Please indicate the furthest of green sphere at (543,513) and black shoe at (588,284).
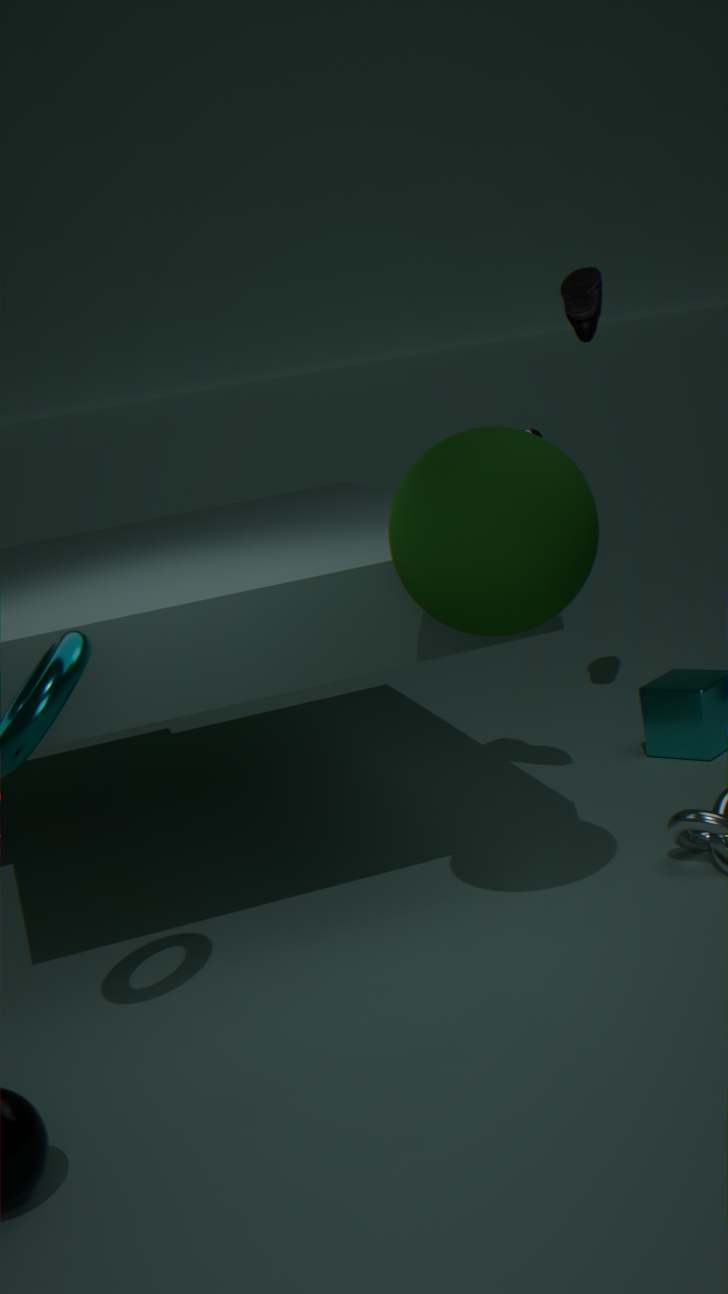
black shoe at (588,284)
